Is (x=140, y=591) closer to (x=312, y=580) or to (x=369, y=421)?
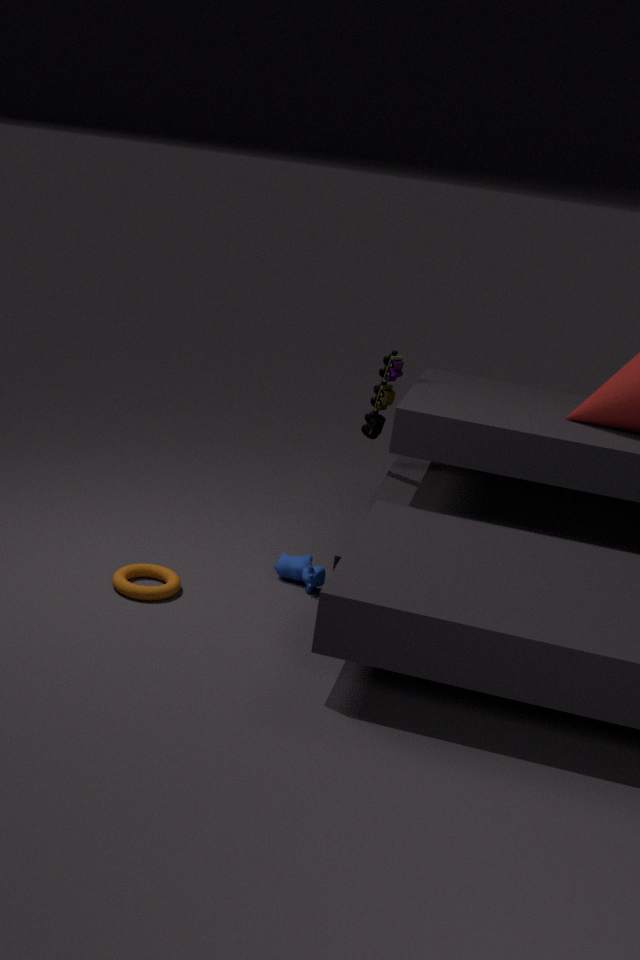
(x=312, y=580)
